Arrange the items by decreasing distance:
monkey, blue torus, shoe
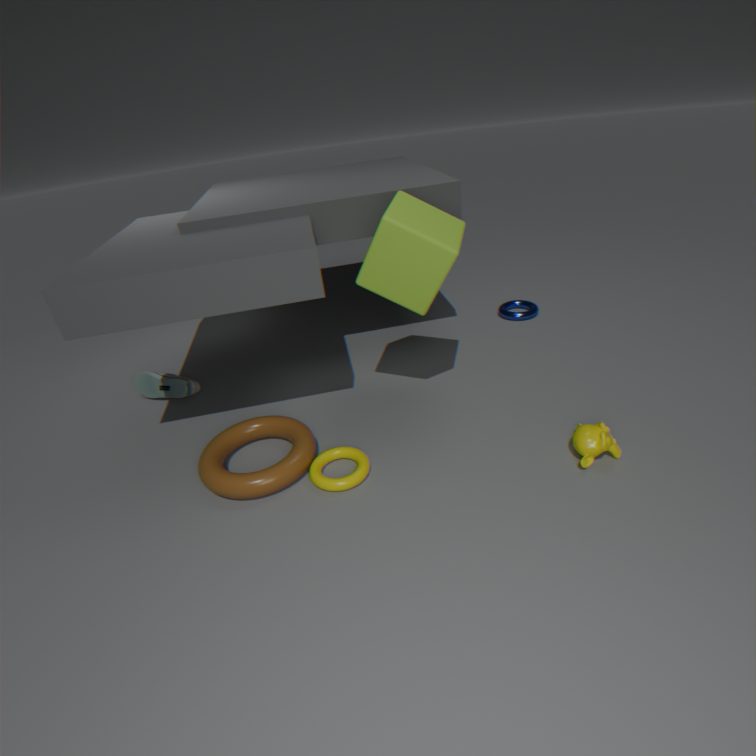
1. blue torus
2. shoe
3. monkey
